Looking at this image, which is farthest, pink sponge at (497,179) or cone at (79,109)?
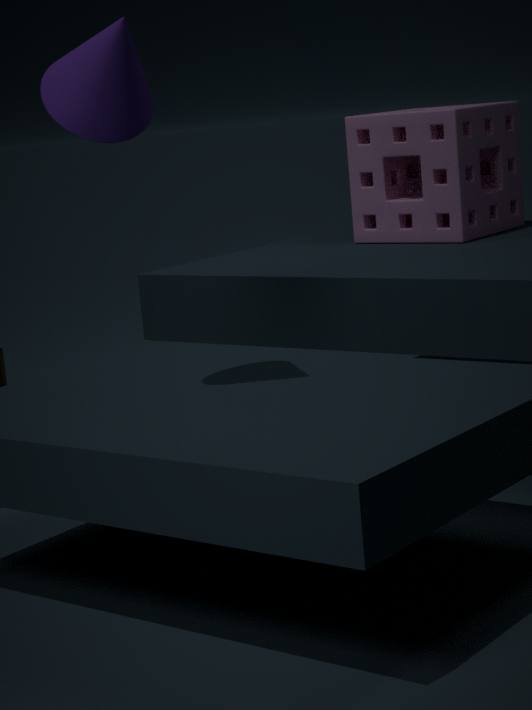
pink sponge at (497,179)
